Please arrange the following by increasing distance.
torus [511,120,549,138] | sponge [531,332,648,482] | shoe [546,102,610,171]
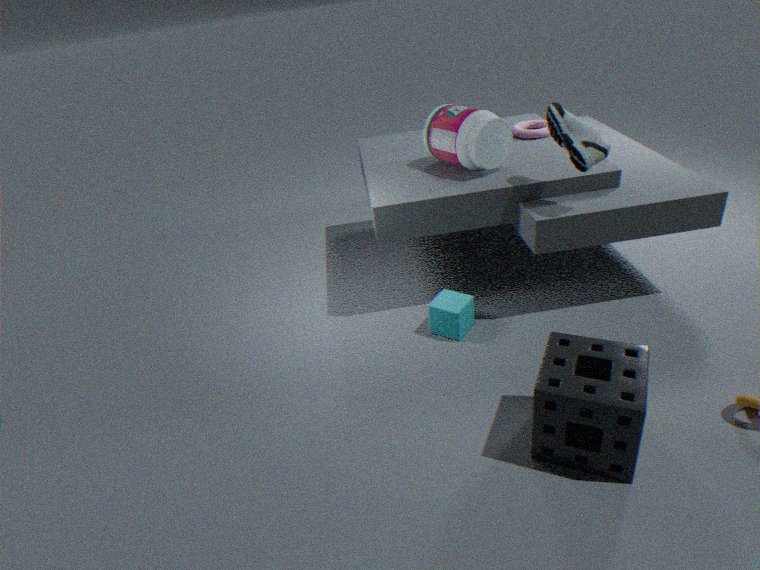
1. sponge [531,332,648,482]
2. shoe [546,102,610,171]
3. torus [511,120,549,138]
